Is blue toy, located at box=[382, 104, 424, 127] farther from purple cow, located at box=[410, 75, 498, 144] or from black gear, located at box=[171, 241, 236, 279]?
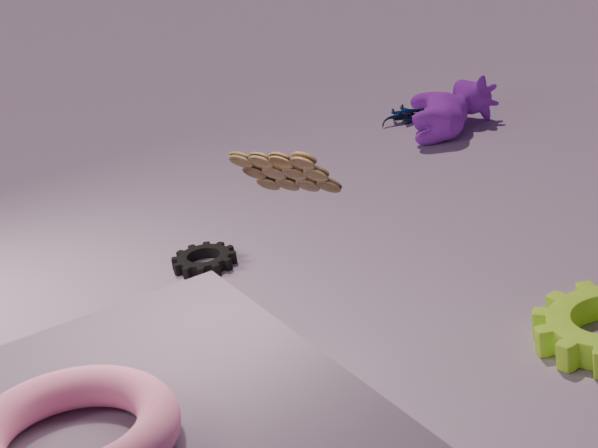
black gear, located at box=[171, 241, 236, 279]
